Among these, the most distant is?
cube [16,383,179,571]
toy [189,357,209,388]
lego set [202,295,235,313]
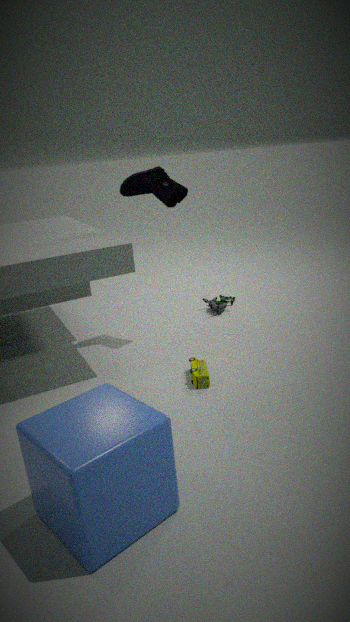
lego set [202,295,235,313]
